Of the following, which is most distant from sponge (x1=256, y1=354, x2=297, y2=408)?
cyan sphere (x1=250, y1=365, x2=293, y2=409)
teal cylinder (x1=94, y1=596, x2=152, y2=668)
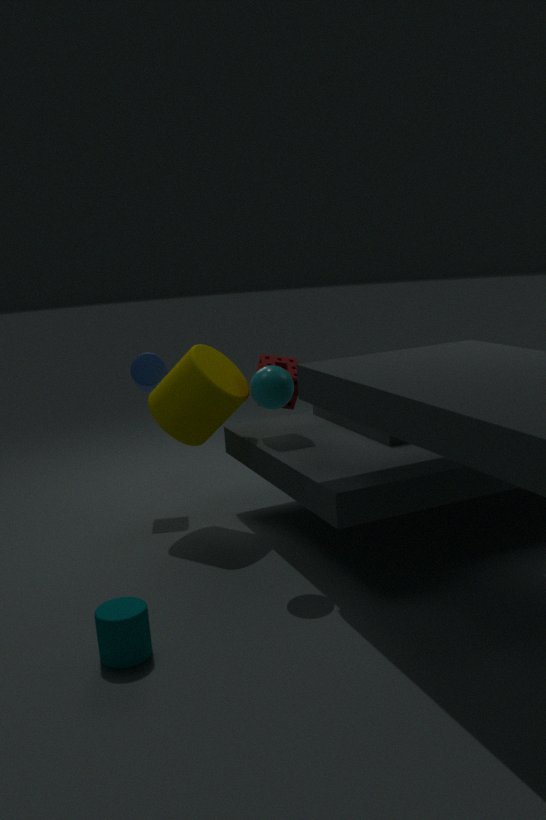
teal cylinder (x1=94, y1=596, x2=152, y2=668)
